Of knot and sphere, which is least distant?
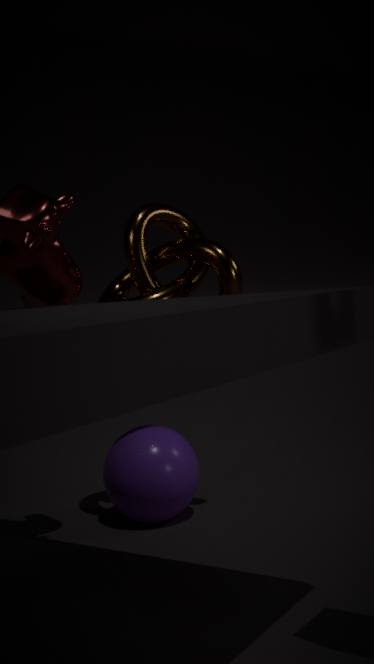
knot
